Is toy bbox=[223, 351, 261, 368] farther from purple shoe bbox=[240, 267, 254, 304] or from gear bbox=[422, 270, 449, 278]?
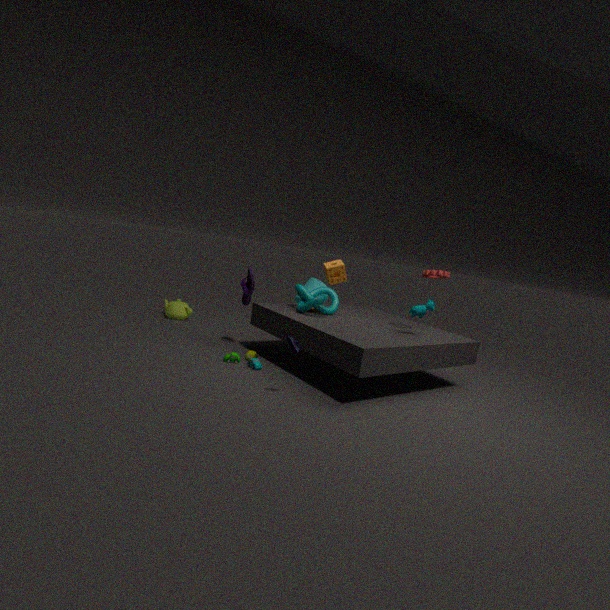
gear bbox=[422, 270, 449, 278]
